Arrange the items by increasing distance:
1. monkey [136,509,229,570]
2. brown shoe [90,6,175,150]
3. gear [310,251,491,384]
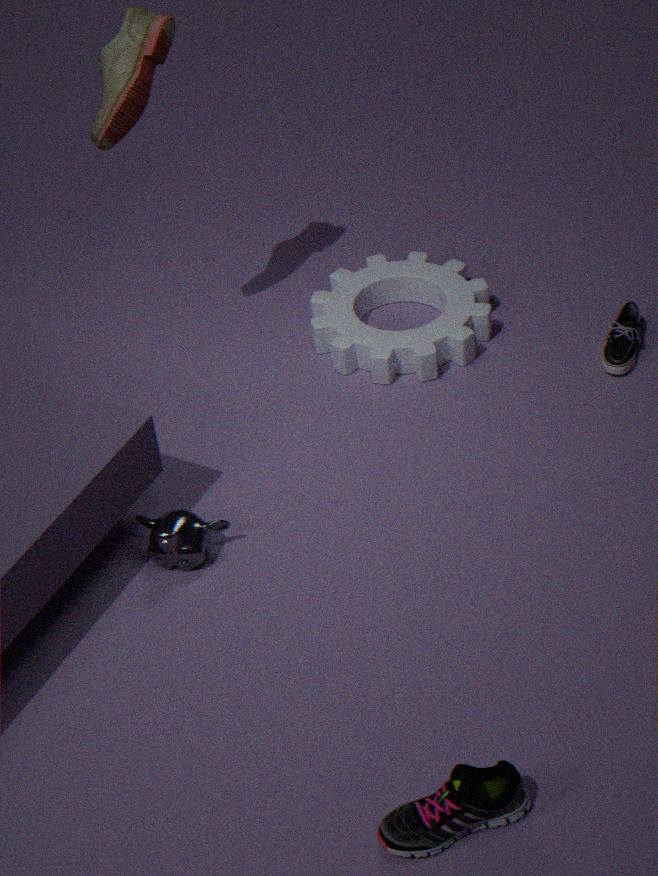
monkey [136,509,229,570], brown shoe [90,6,175,150], gear [310,251,491,384]
